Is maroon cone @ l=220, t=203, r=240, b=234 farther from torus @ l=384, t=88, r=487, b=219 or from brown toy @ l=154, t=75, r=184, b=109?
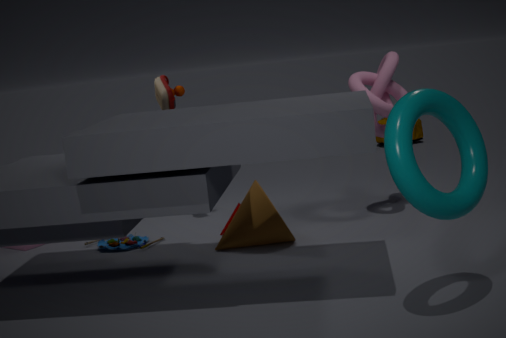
torus @ l=384, t=88, r=487, b=219
